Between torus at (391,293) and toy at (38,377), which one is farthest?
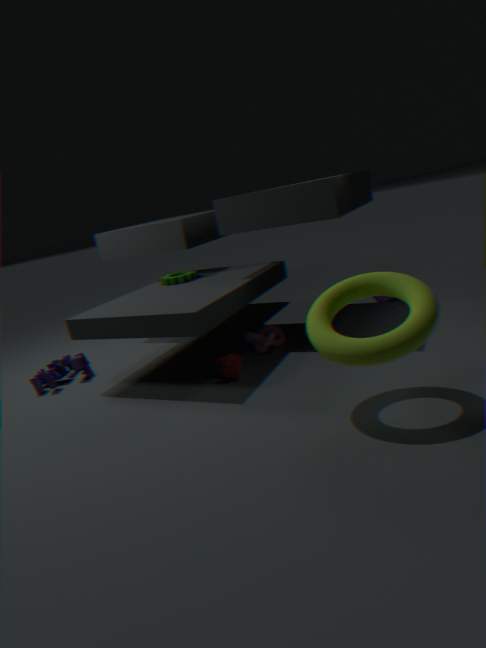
toy at (38,377)
